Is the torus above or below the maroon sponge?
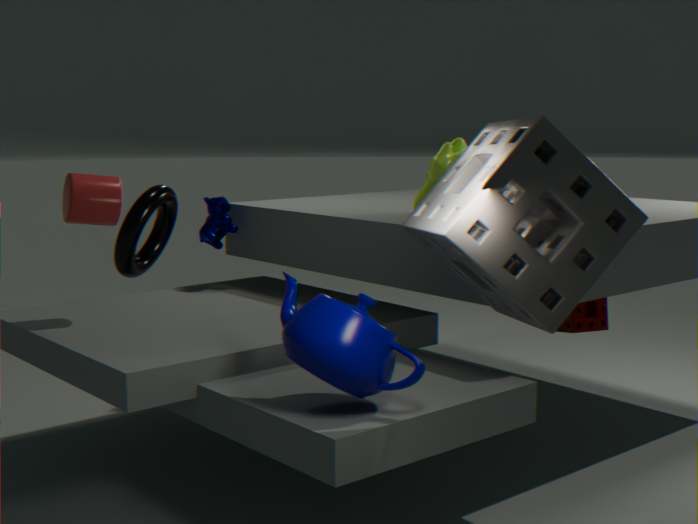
above
